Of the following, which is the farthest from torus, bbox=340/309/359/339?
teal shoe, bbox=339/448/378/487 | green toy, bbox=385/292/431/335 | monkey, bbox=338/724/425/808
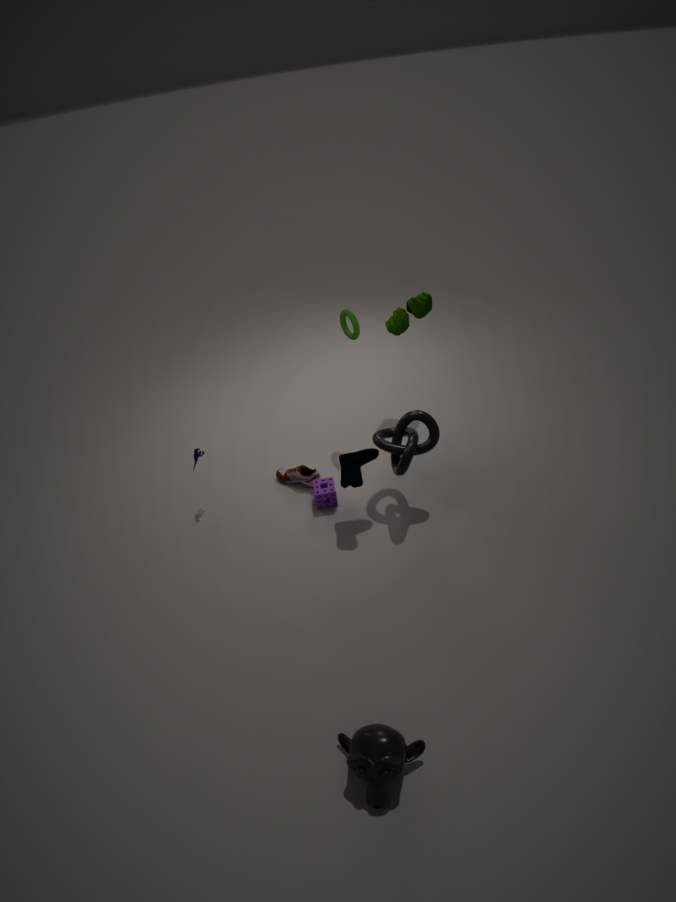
monkey, bbox=338/724/425/808
